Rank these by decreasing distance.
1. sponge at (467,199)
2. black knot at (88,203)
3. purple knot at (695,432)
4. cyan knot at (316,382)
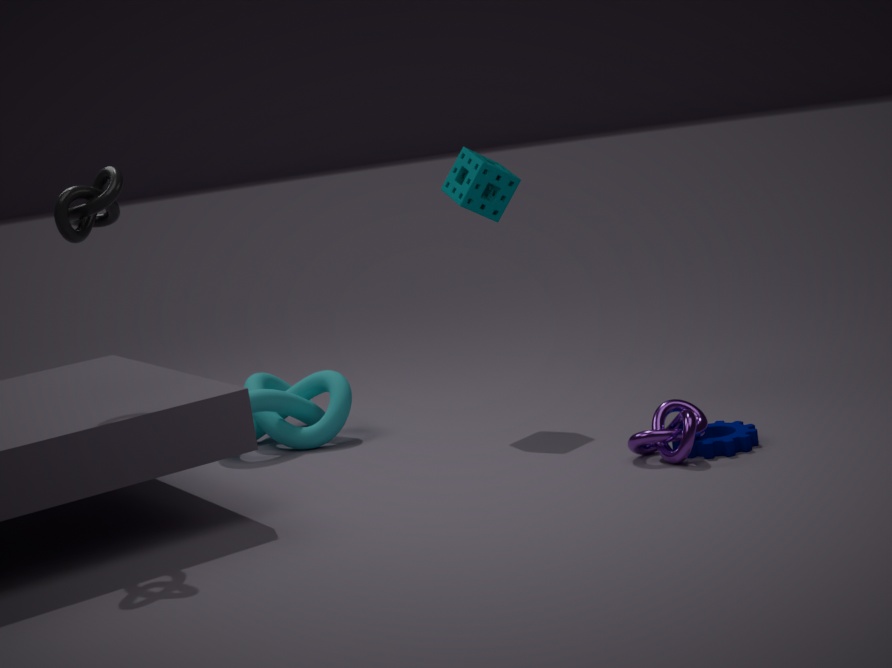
cyan knot at (316,382) → sponge at (467,199) → purple knot at (695,432) → black knot at (88,203)
